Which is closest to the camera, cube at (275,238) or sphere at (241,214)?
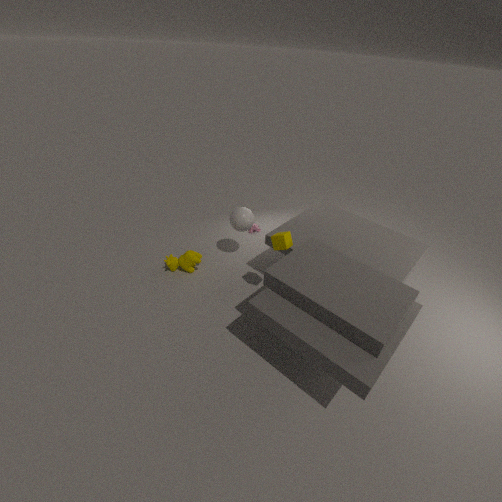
cube at (275,238)
